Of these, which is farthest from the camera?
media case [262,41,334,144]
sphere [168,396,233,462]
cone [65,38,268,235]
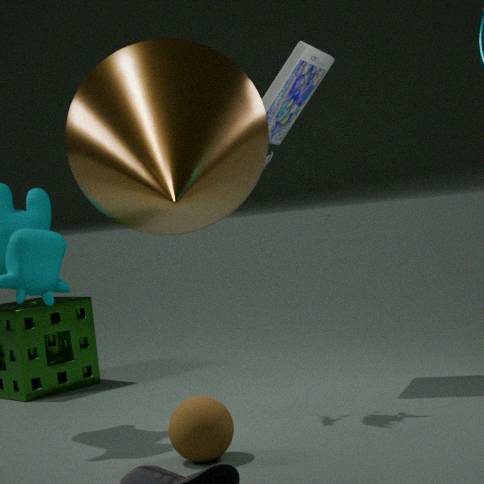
media case [262,41,334,144]
